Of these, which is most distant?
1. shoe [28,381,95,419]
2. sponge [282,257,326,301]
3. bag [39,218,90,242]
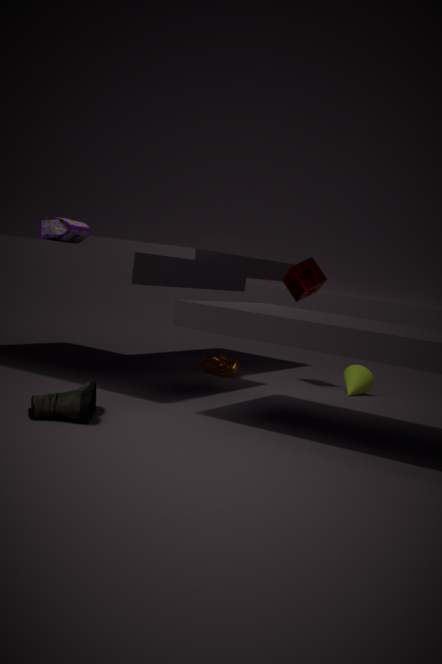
sponge [282,257,326,301]
